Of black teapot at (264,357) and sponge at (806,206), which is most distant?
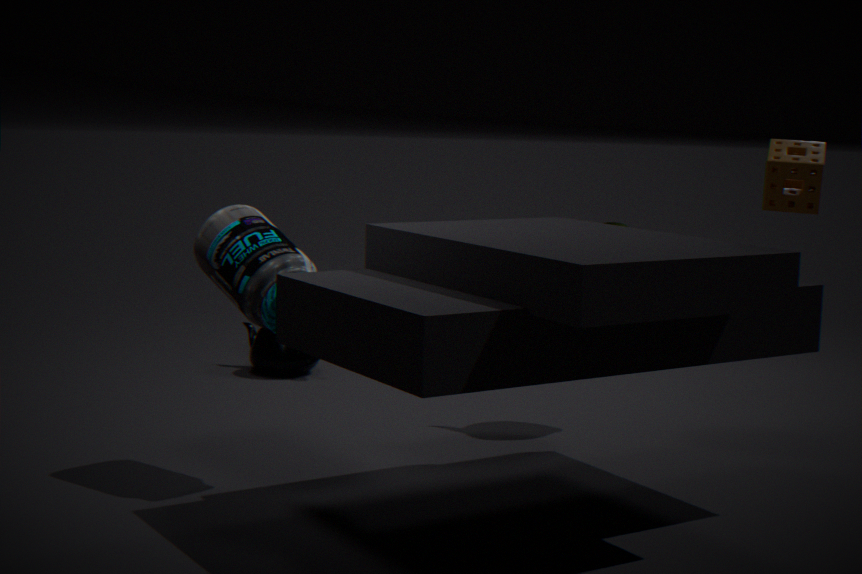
black teapot at (264,357)
